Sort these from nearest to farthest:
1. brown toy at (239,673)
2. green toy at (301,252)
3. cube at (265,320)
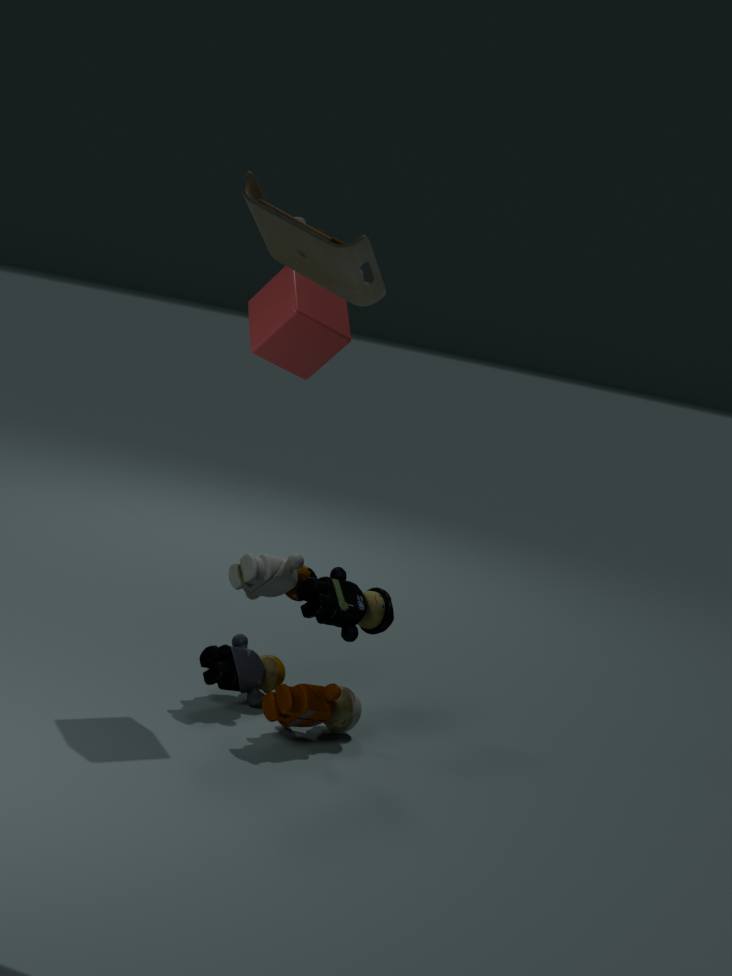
green toy at (301,252), brown toy at (239,673), cube at (265,320)
